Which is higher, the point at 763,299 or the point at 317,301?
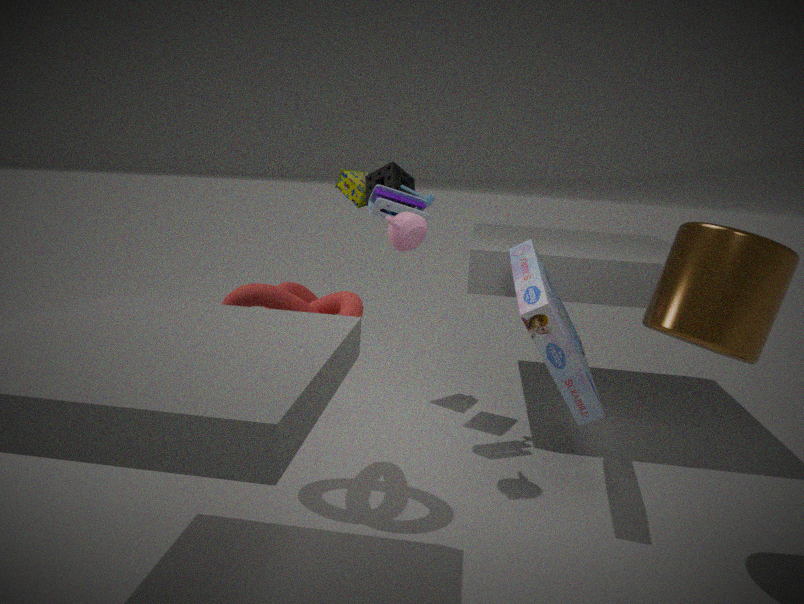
the point at 763,299
